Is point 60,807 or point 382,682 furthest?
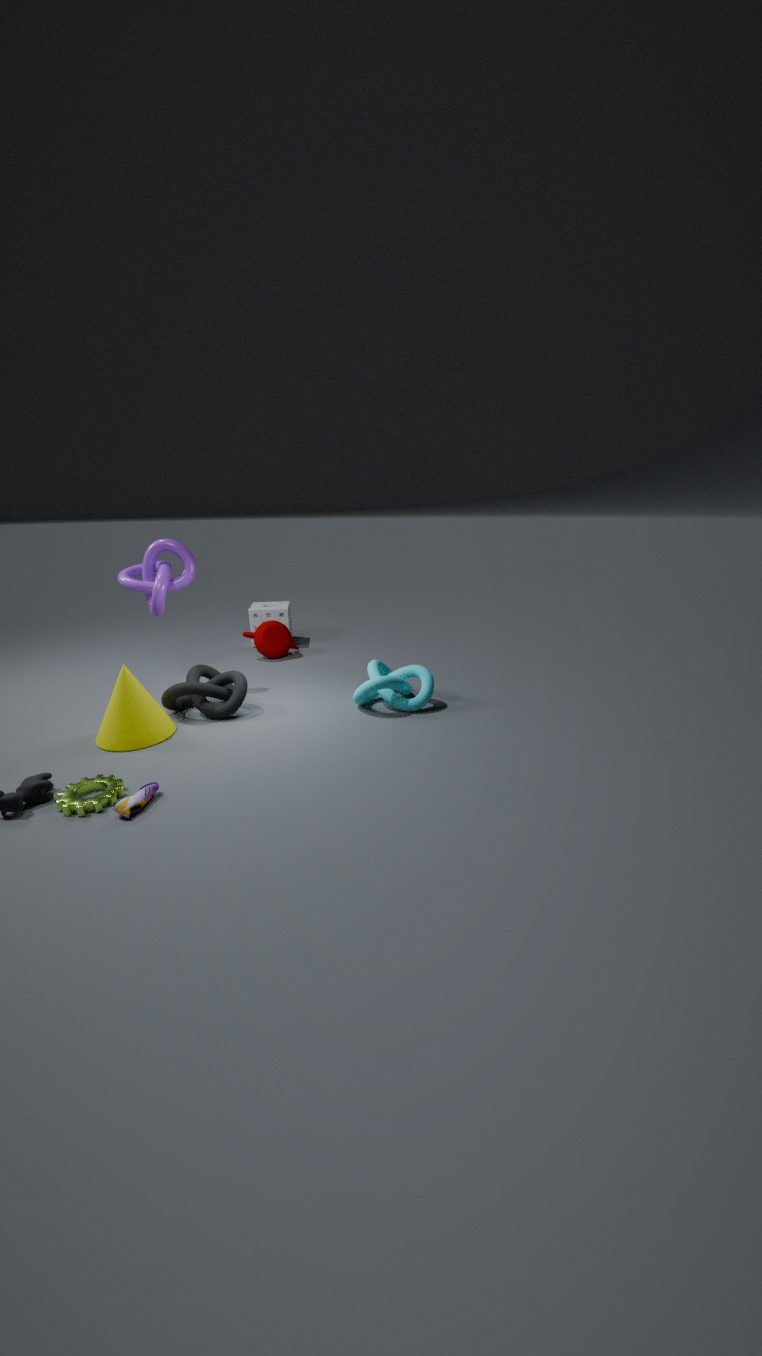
point 382,682
